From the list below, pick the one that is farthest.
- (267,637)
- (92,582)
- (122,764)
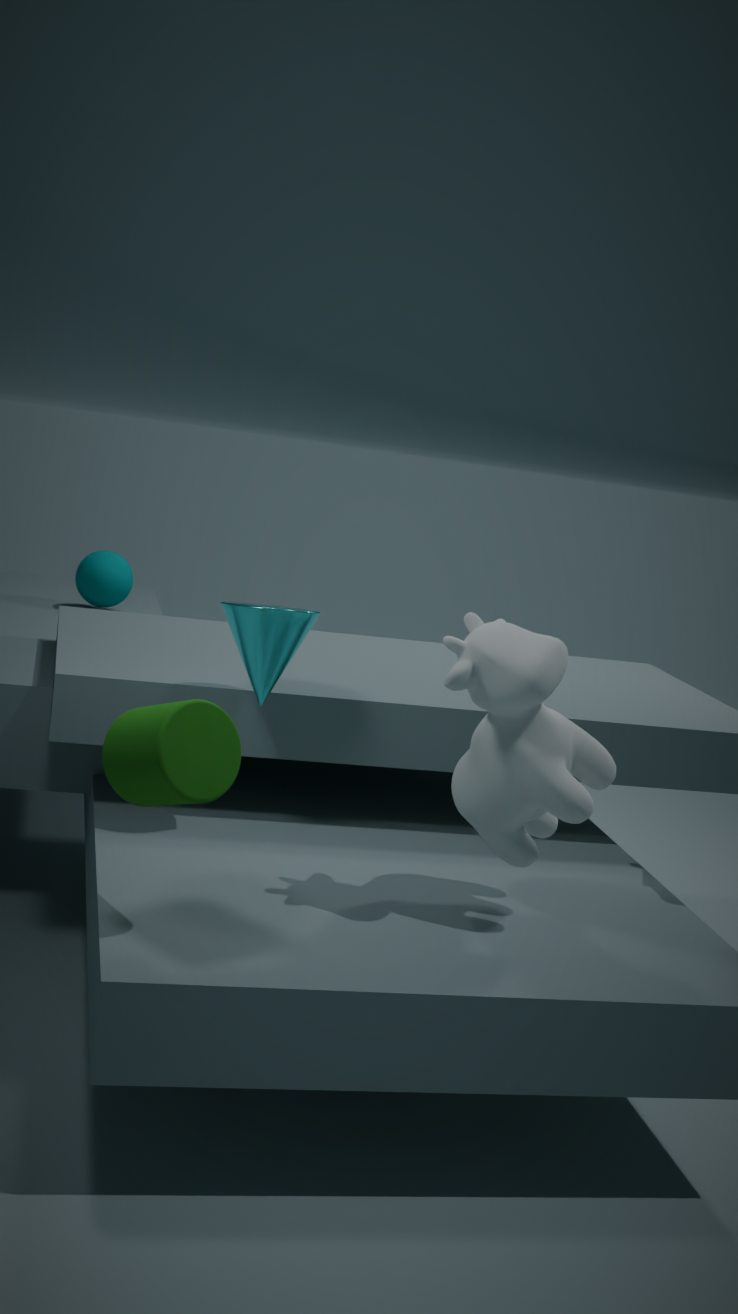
(92,582)
